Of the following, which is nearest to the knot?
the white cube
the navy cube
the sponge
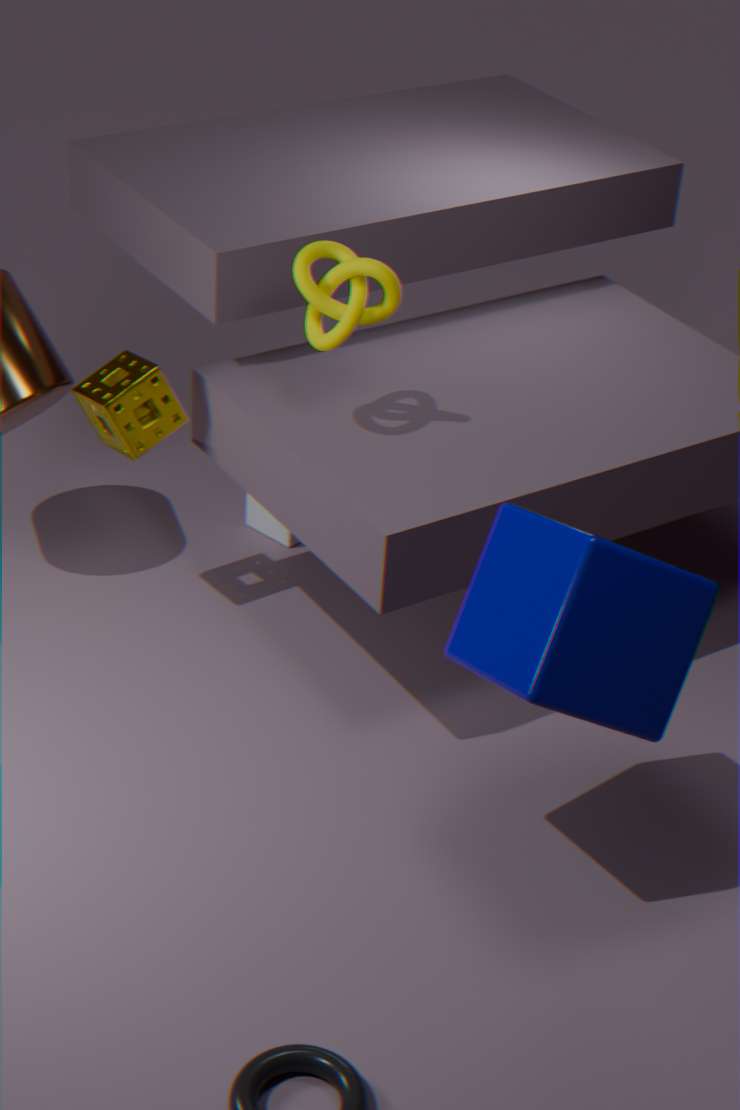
the sponge
